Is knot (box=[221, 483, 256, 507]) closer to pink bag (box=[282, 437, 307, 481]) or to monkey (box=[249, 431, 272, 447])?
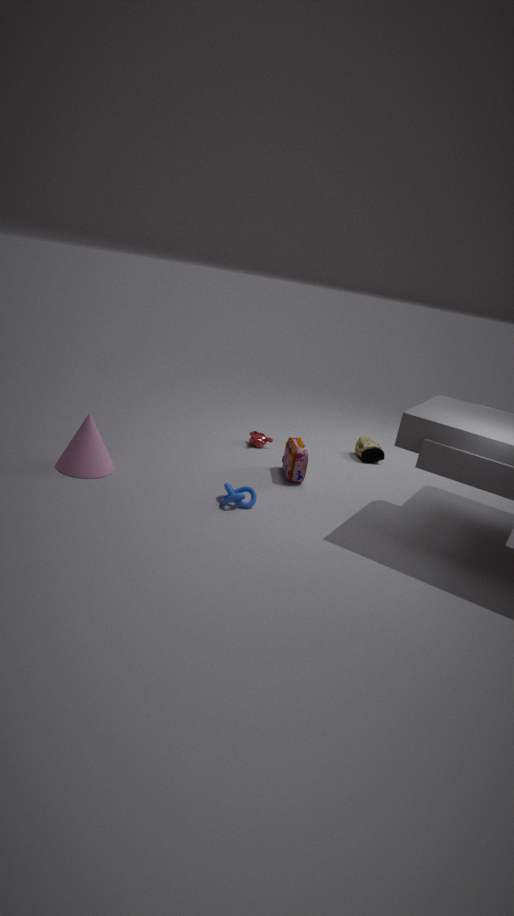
pink bag (box=[282, 437, 307, 481])
